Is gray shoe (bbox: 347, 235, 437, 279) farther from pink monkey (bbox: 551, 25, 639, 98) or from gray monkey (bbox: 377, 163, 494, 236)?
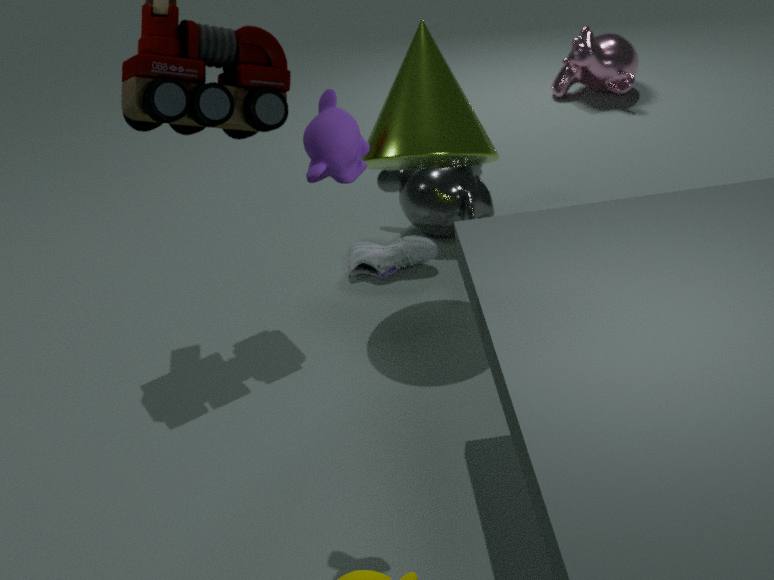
pink monkey (bbox: 551, 25, 639, 98)
